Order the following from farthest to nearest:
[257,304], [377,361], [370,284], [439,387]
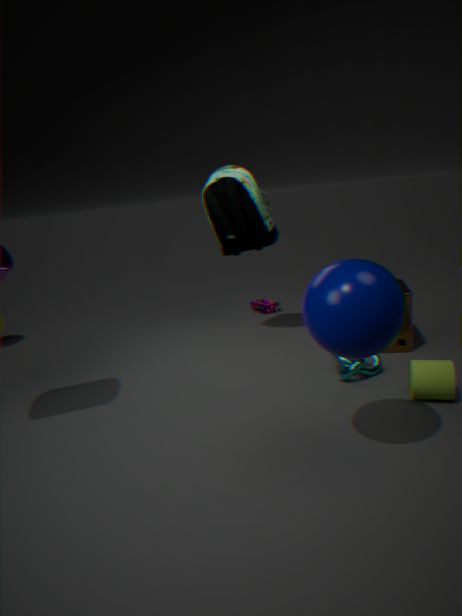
1. [257,304]
2. [377,361]
3. [439,387]
4. [370,284]
